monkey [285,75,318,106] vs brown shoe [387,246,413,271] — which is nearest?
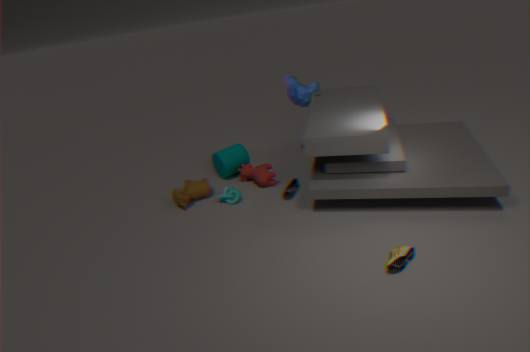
brown shoe [387,246,413,271]
